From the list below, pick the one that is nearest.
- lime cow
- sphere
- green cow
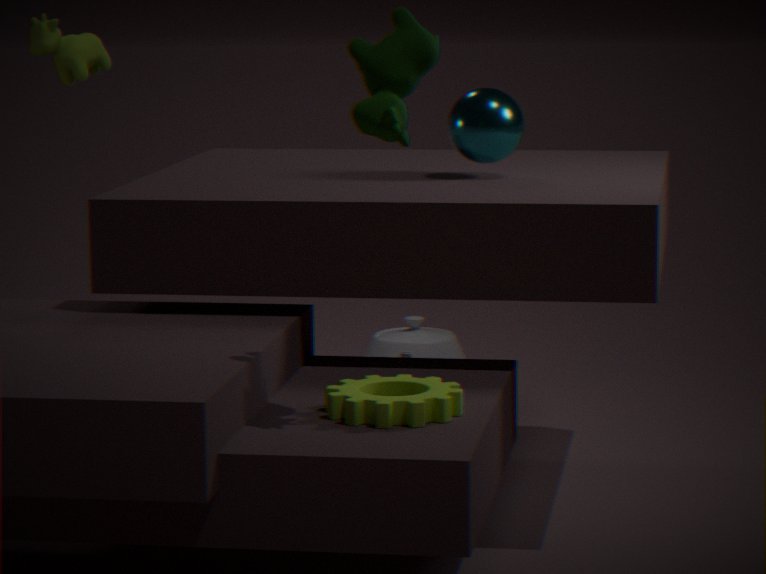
green cow
